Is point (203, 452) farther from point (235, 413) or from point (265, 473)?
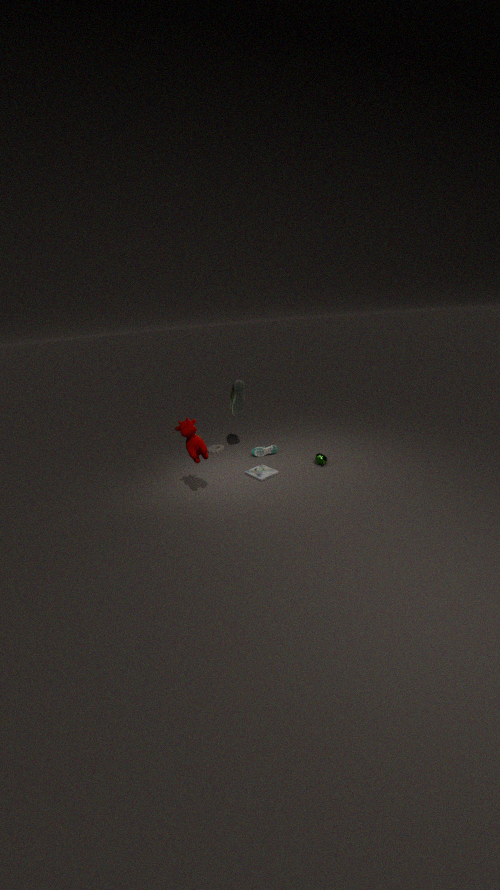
point (235, 413)
